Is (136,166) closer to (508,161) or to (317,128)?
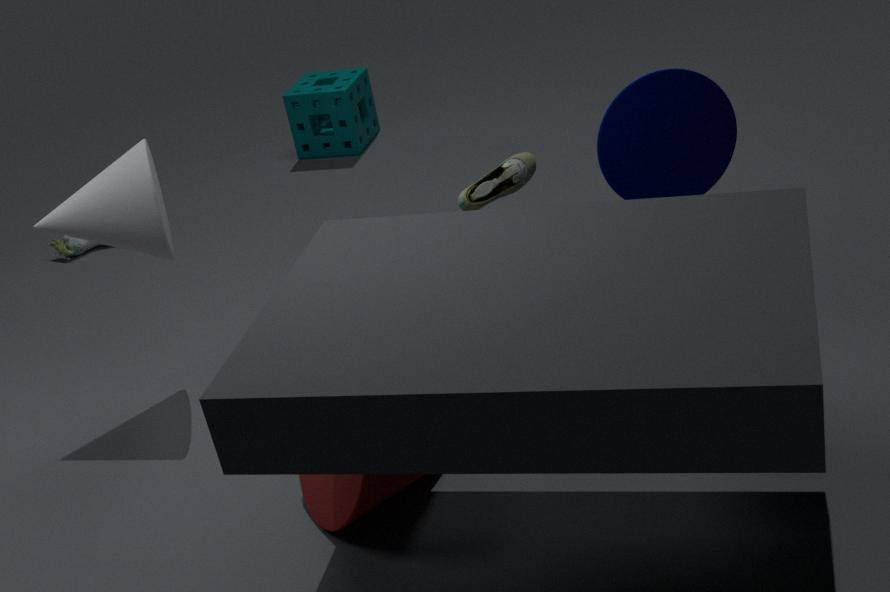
(508,161)
